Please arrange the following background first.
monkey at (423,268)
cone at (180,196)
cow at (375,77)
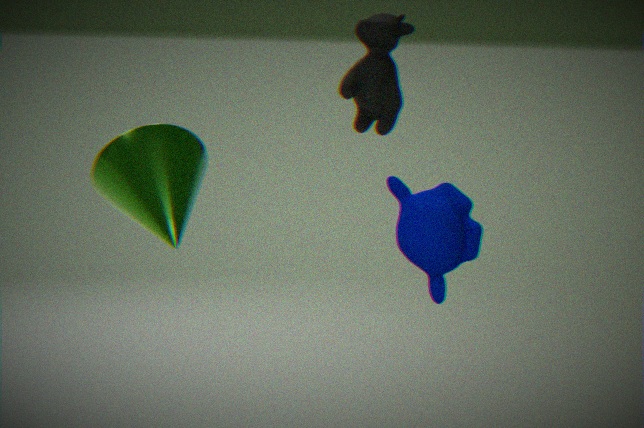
cow at (375,77) → monkey at (423,268) → cone at (180,196)
